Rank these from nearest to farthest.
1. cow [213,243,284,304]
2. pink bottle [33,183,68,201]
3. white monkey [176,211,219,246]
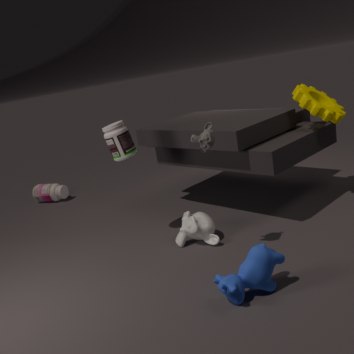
cow [213,243,284,304] → white monkey [176,211,219,246] → pink bottle [33,183,68,201]
